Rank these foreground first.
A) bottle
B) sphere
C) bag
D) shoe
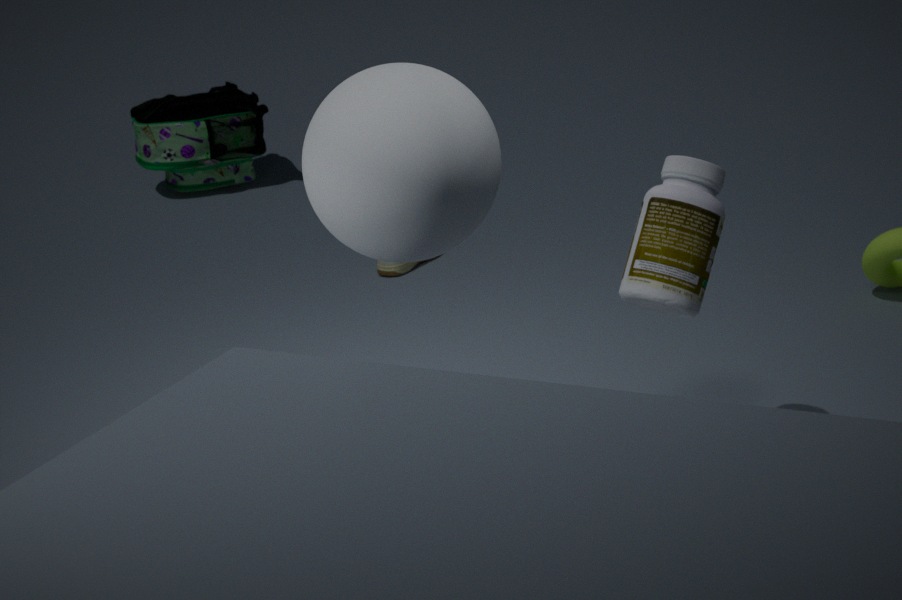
sphere → bottle → shoe → bag
